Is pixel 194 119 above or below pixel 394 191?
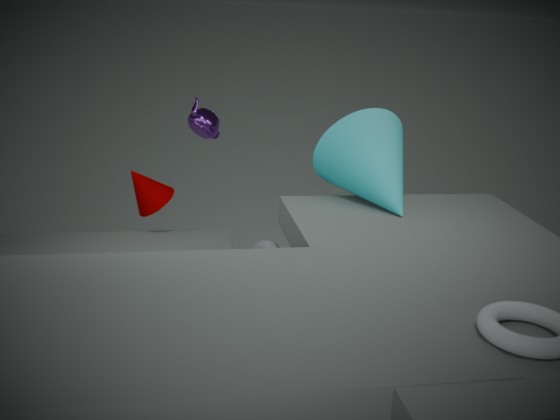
above
